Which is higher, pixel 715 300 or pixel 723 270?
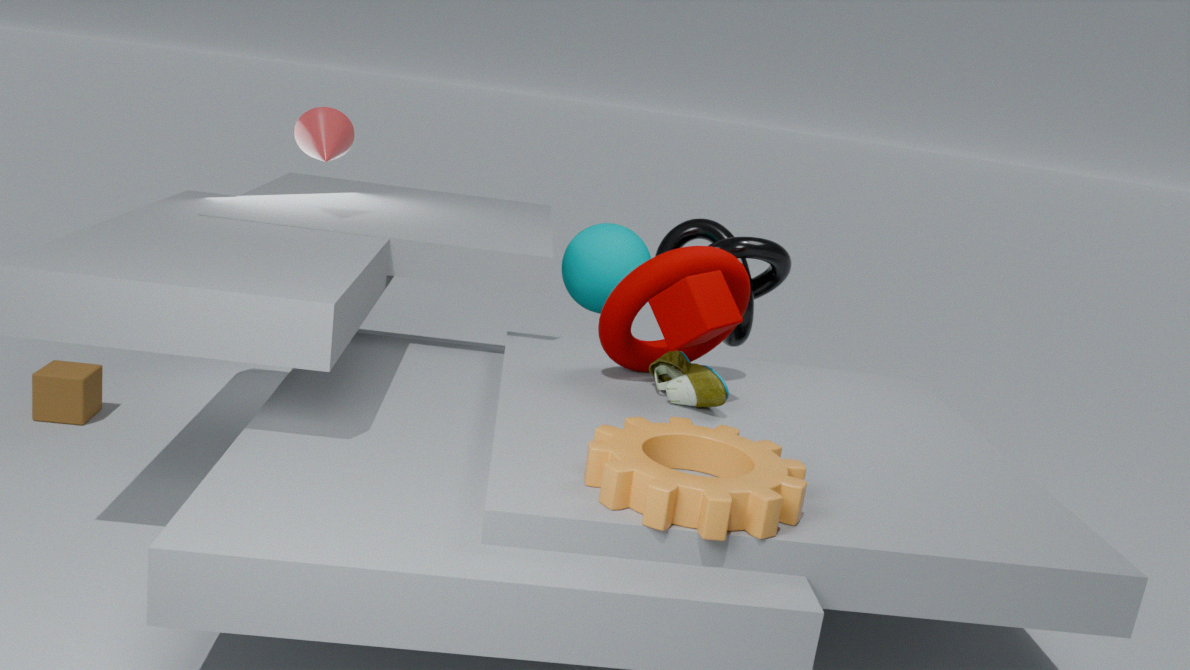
pixel 715 300
